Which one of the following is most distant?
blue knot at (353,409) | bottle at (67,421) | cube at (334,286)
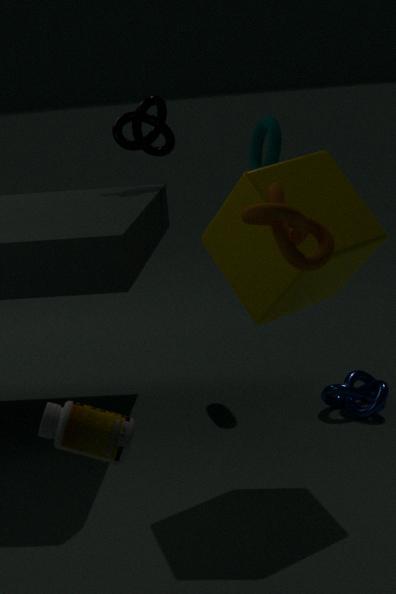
blue knot at (353,409)
